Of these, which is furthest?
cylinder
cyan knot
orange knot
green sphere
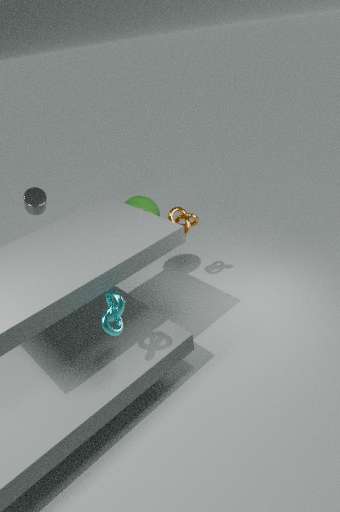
green sphere
